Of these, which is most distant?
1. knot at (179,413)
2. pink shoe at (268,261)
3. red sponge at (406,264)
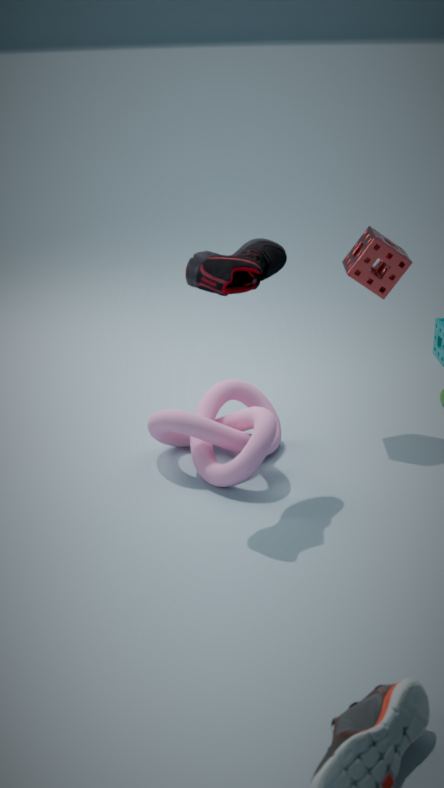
red sponge at (406,264)
